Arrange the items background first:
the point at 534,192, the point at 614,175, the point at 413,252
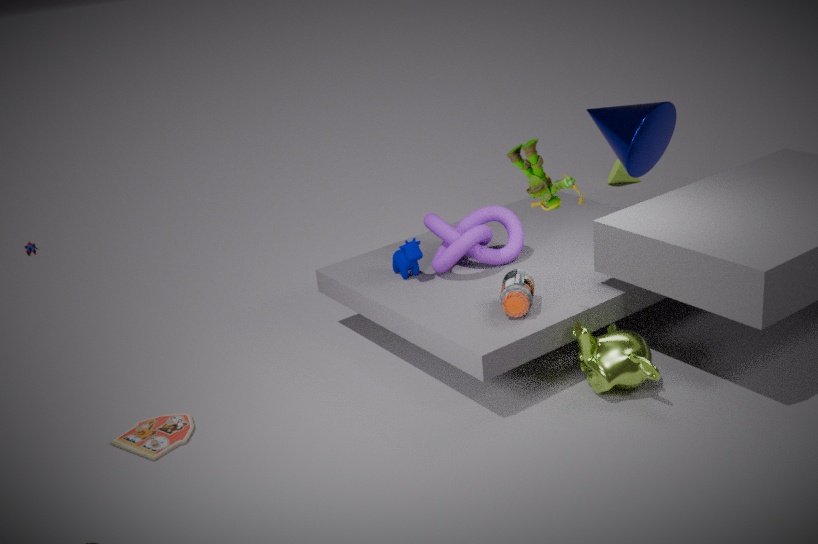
the point at 614,175
the point at 413,252
the point at 534,192
